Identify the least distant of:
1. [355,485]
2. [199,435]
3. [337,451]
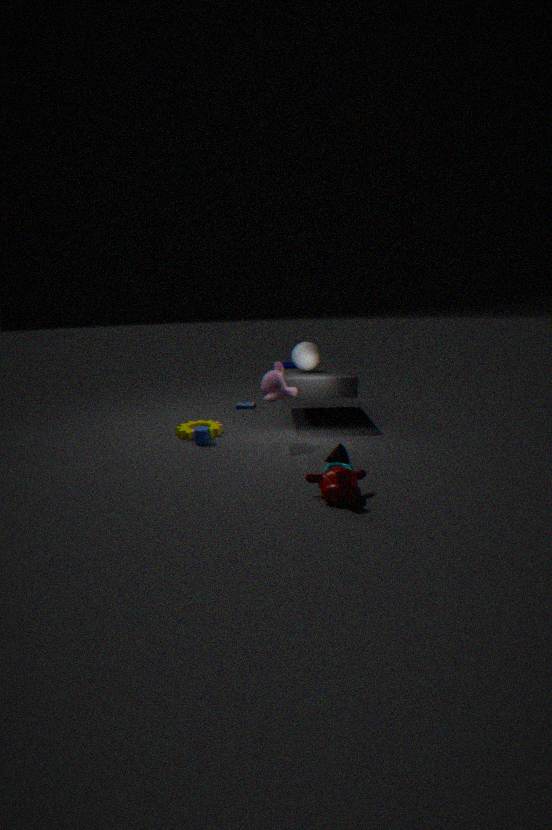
[355,485]
